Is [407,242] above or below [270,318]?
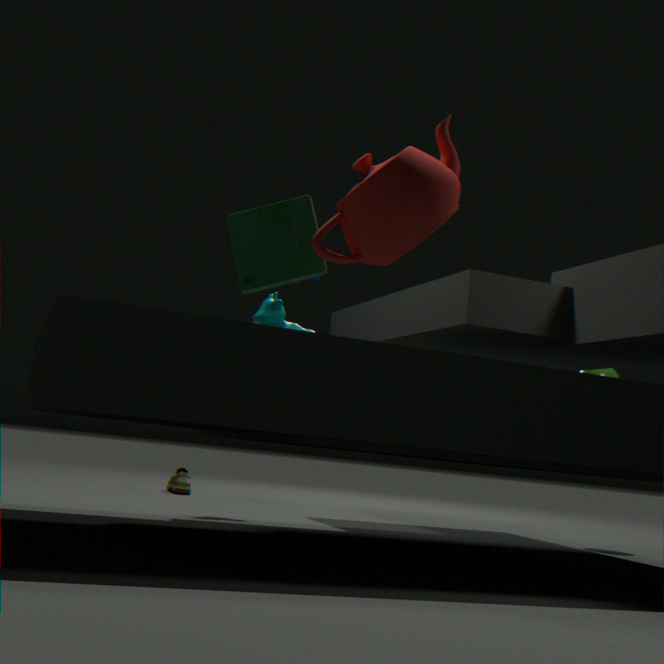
above
